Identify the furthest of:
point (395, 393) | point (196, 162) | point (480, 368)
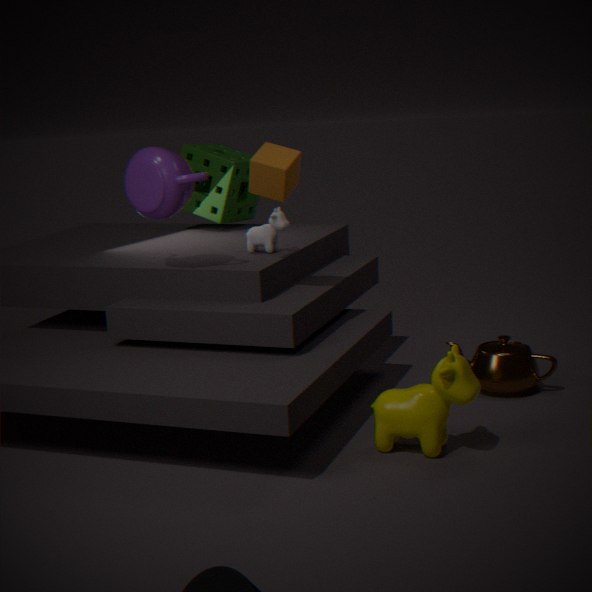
point (196, 162)
